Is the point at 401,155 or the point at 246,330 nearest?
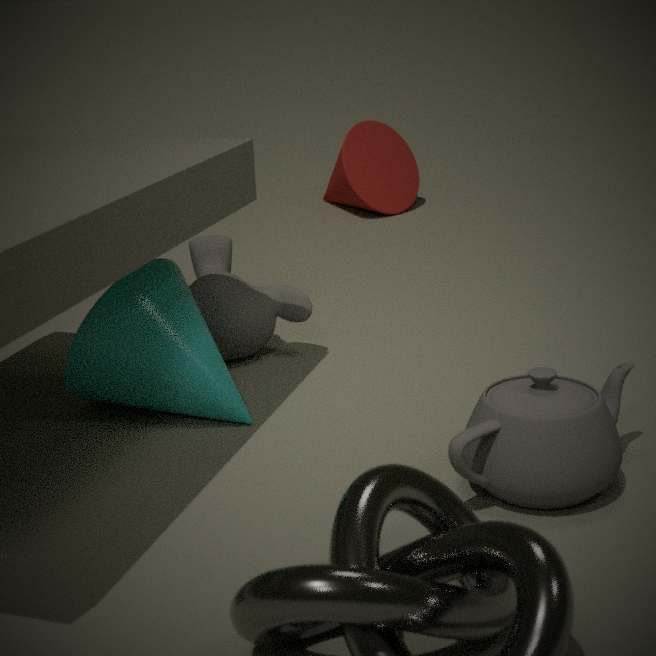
the point at 246,330
